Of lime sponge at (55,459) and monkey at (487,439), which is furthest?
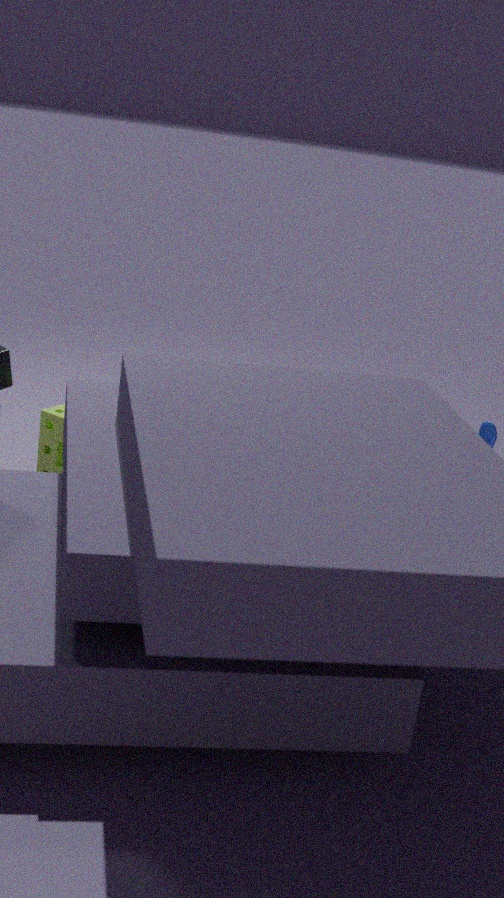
monkey at (487,439)
